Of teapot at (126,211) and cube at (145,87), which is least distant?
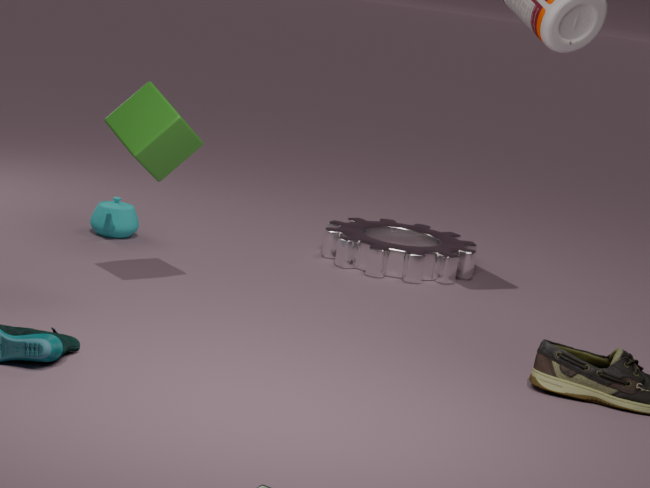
cube at (145,87)
